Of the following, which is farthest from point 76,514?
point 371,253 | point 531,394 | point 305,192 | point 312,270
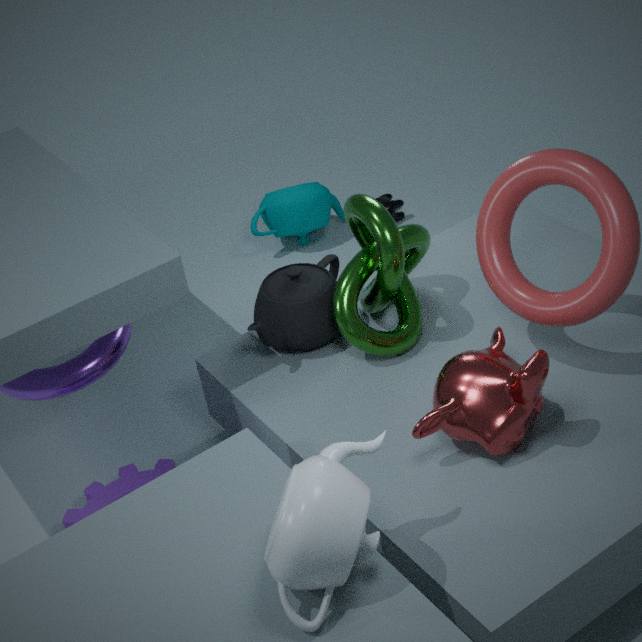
point 305,192
